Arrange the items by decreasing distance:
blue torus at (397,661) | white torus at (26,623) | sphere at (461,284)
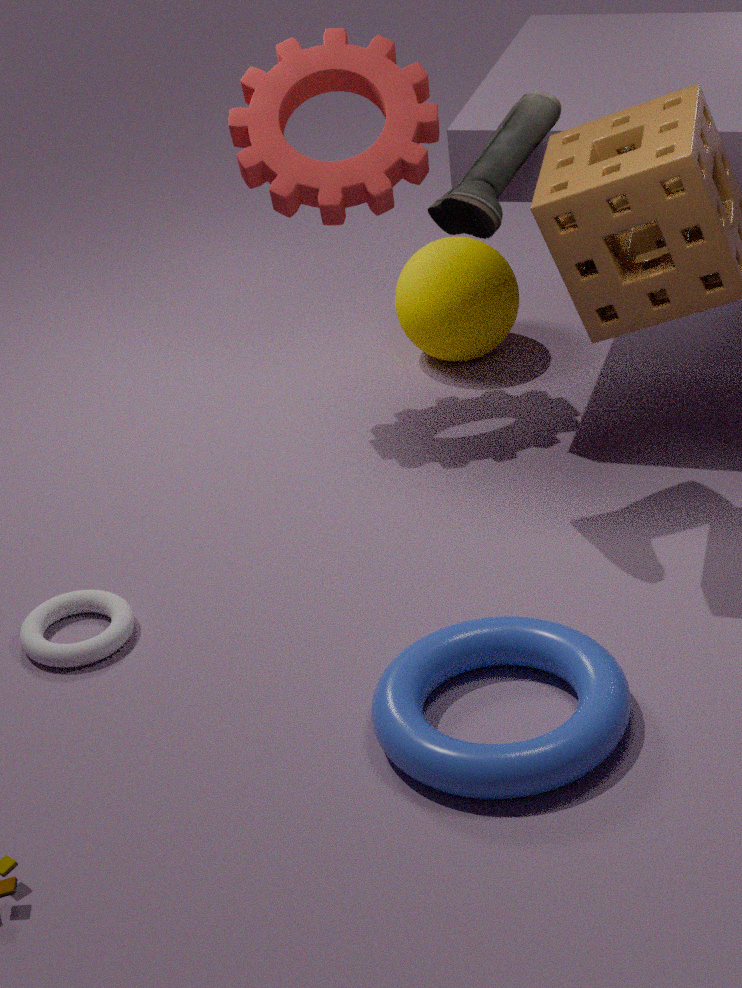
sphere at (461,284), white torus at (26,623), blue torus at (397,661)
